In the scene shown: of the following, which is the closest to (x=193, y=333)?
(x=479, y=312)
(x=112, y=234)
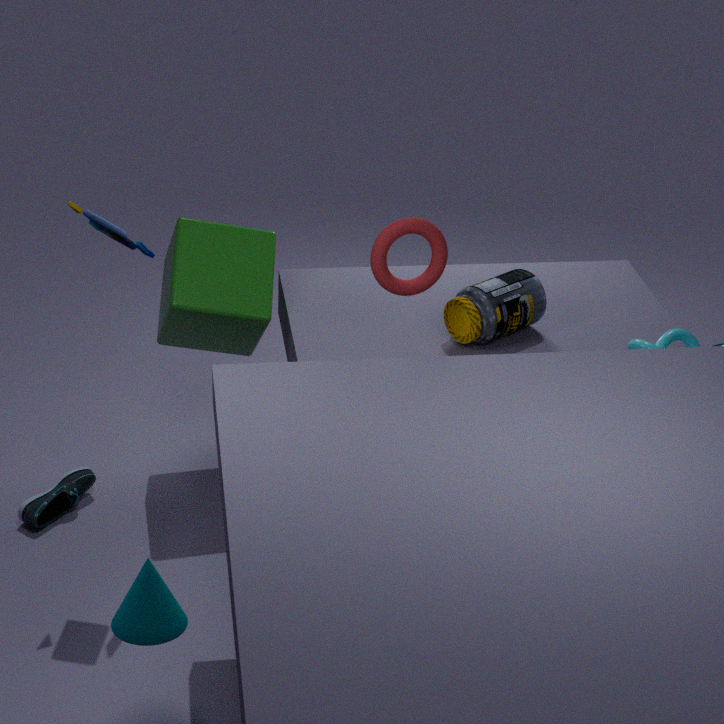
(x=112, y=234)
